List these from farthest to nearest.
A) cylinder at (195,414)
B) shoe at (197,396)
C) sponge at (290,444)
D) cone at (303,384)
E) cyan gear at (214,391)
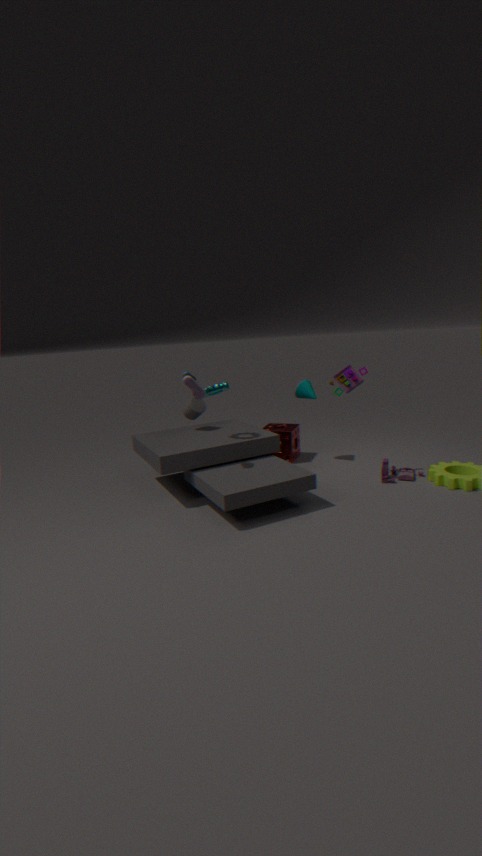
1. sponge at (290,444)
2. cone at (303,384)
3. cylinder at (195,414)
4. cyan gear at (214,391)
5. shoe at (197,396)
